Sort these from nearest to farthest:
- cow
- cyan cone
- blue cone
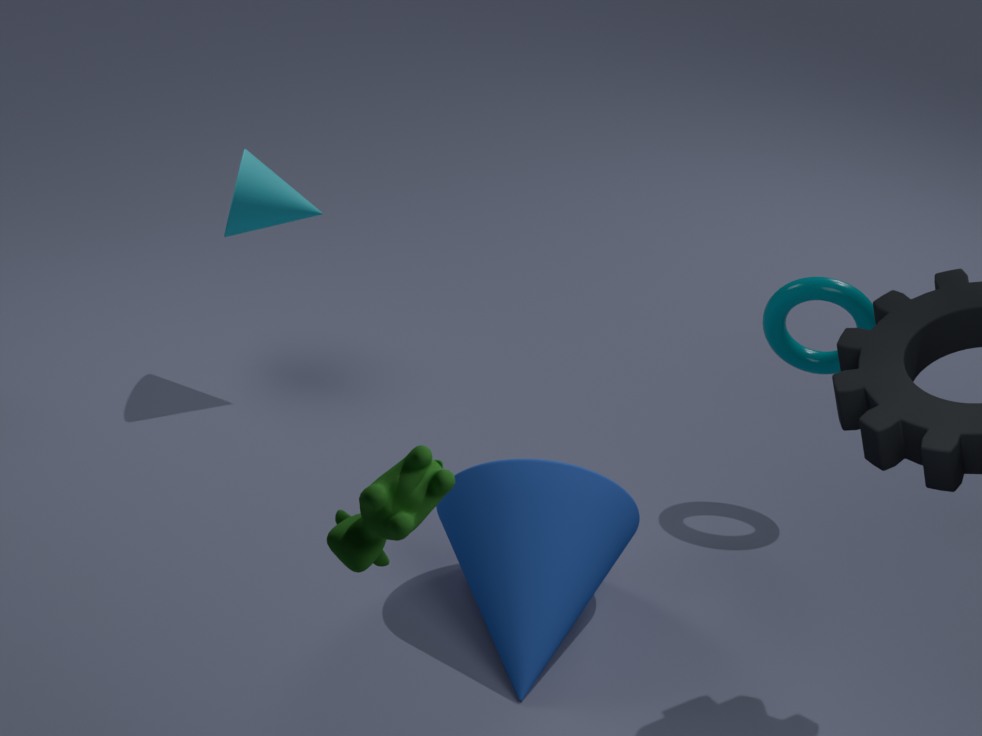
cow → blue cone → cyan cone
